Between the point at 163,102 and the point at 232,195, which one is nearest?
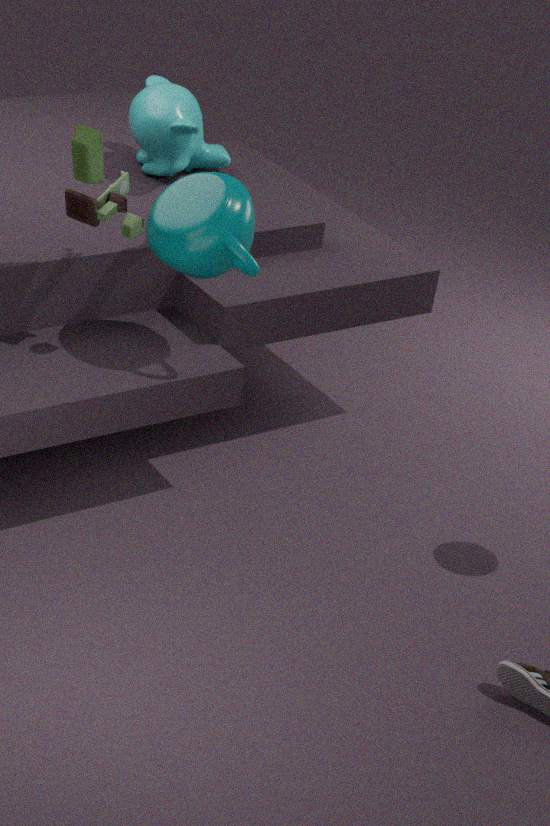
the point at 232,195
